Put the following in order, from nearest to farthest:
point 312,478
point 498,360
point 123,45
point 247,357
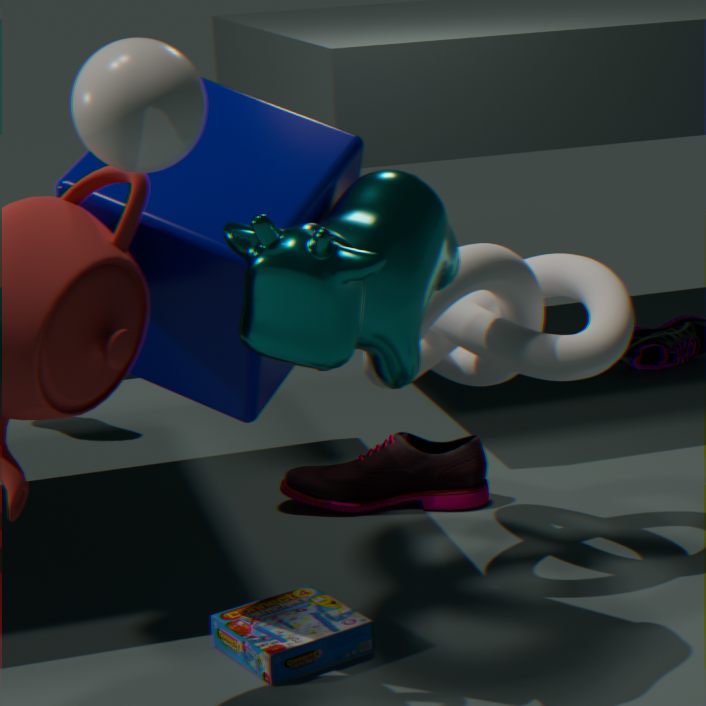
point 123,45 → point 247,357 → point 498,360 → point 312,478
